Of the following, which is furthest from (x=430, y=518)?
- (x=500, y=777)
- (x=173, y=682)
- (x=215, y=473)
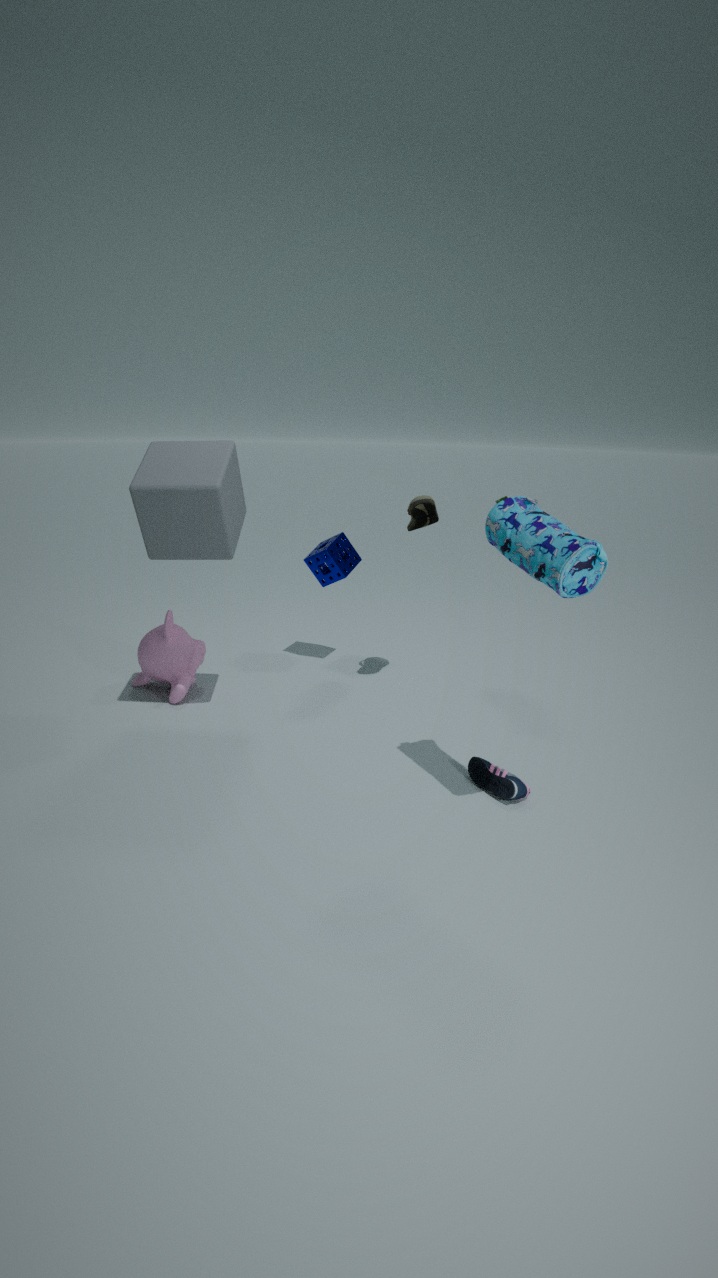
(x=173, y=682)
